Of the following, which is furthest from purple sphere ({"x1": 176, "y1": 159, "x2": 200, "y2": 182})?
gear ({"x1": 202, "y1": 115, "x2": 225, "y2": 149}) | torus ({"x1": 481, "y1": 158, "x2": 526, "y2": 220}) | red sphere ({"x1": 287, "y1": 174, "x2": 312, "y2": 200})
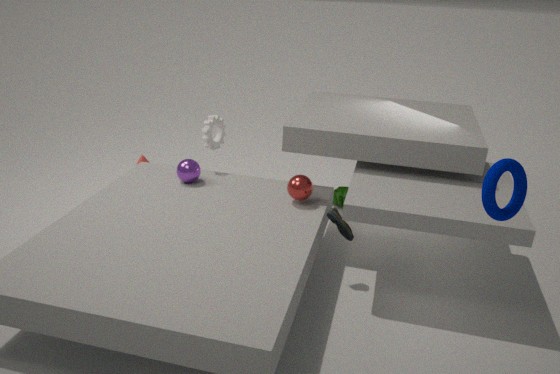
torus ({"x1": 481, "y1": 158, "x2": 526, "y2": 220})
